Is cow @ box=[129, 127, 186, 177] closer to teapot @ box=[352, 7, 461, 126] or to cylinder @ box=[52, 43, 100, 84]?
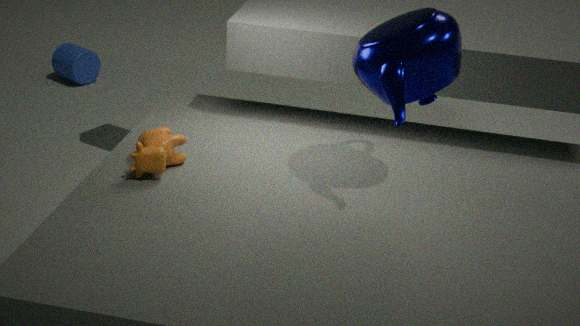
teapot @ box=[352, 7, 461, 126]
